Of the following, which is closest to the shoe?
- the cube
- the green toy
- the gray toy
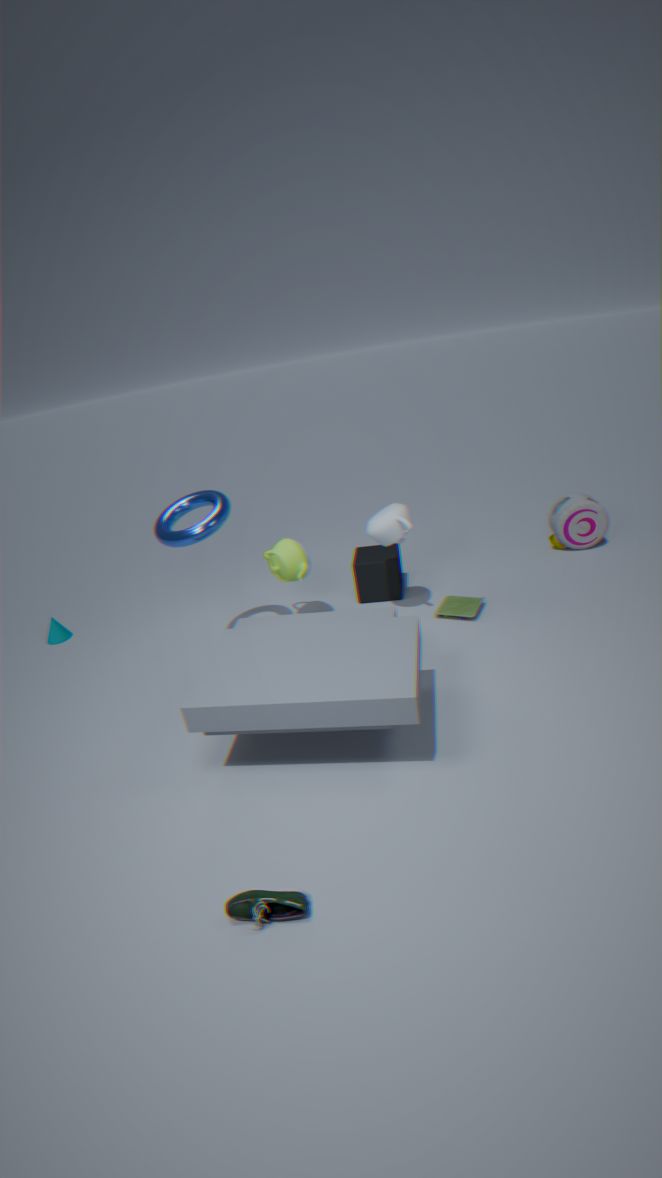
the green toy
